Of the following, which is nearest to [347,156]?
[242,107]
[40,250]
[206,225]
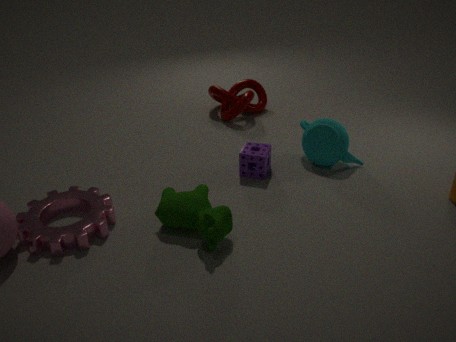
[242,107]
